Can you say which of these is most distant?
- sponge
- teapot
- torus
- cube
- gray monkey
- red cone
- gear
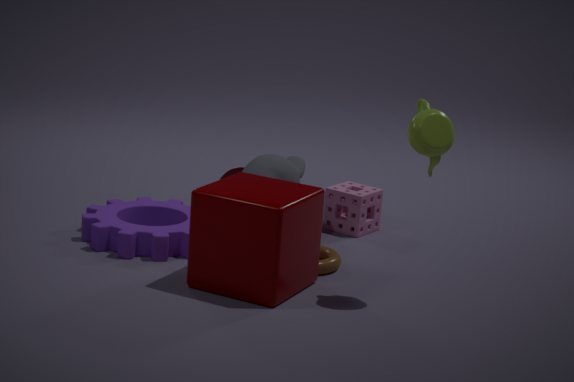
red cone
